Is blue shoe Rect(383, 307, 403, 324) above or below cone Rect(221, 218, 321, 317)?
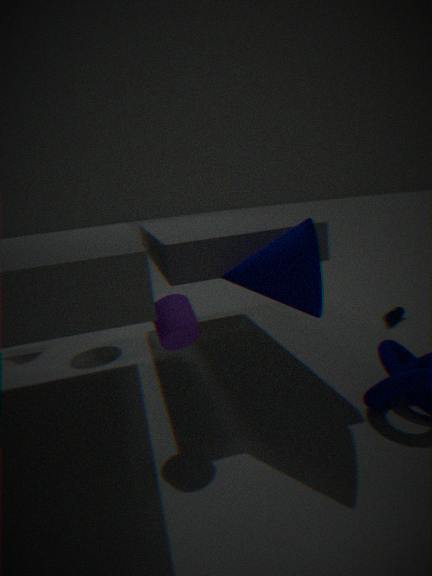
below
